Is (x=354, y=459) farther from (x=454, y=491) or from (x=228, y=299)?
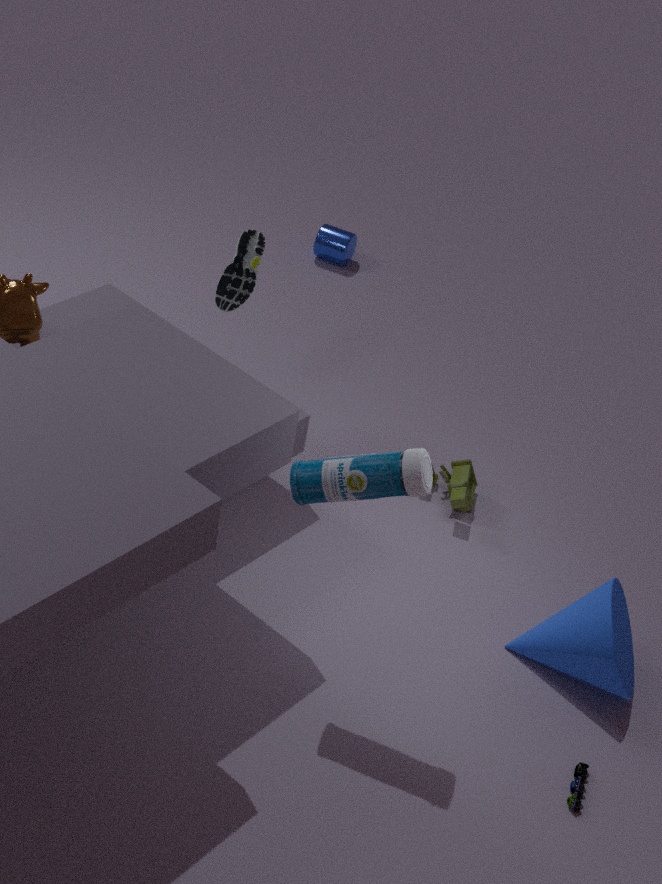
(x=228, y=299)
